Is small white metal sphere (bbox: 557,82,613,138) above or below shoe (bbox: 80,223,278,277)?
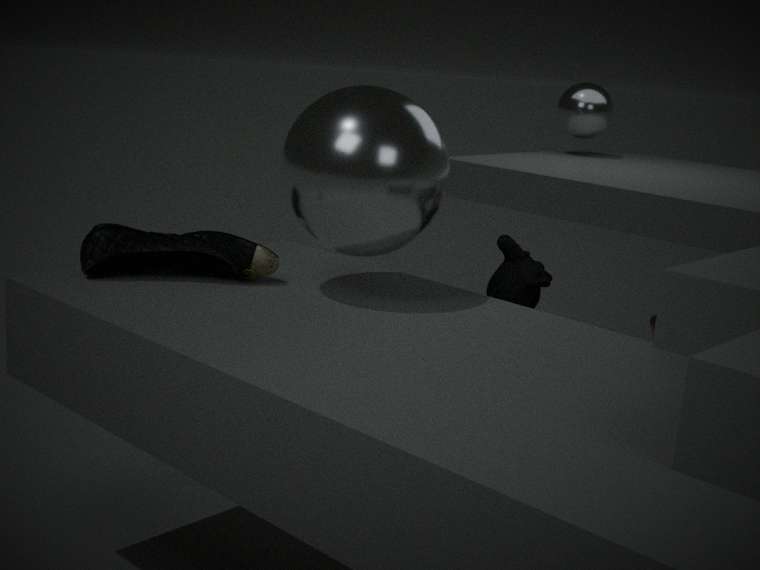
above
